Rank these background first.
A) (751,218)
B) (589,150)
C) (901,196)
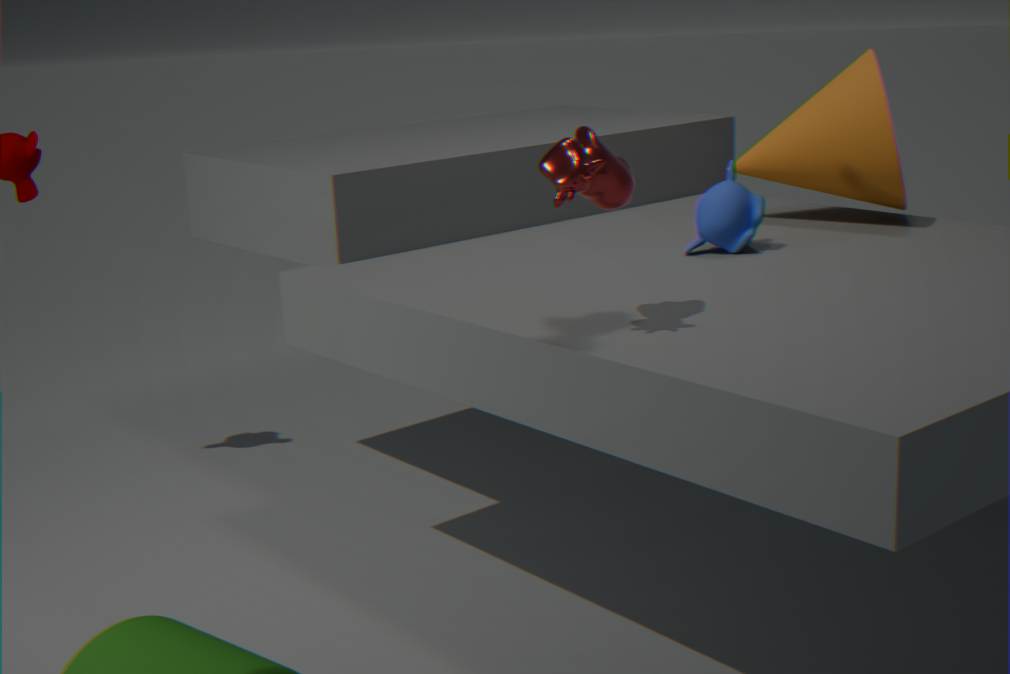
(901,196), (751,218), (589,150)
